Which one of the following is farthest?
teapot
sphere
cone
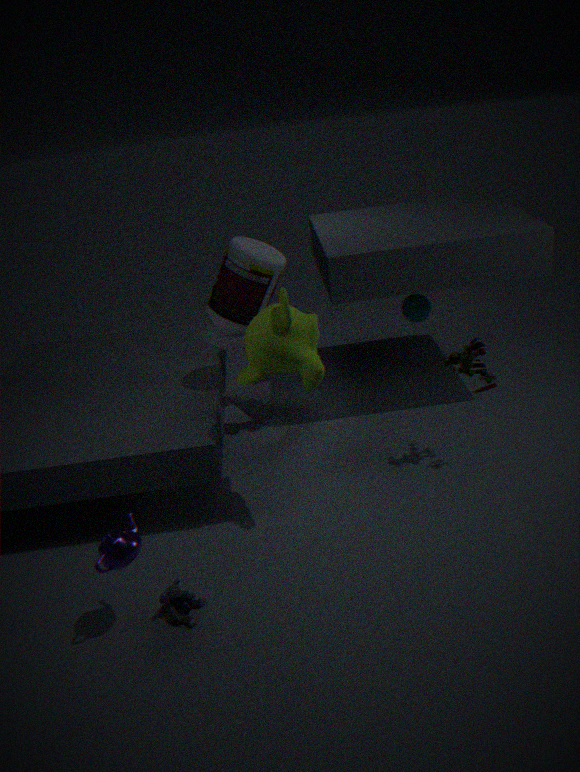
sphere
